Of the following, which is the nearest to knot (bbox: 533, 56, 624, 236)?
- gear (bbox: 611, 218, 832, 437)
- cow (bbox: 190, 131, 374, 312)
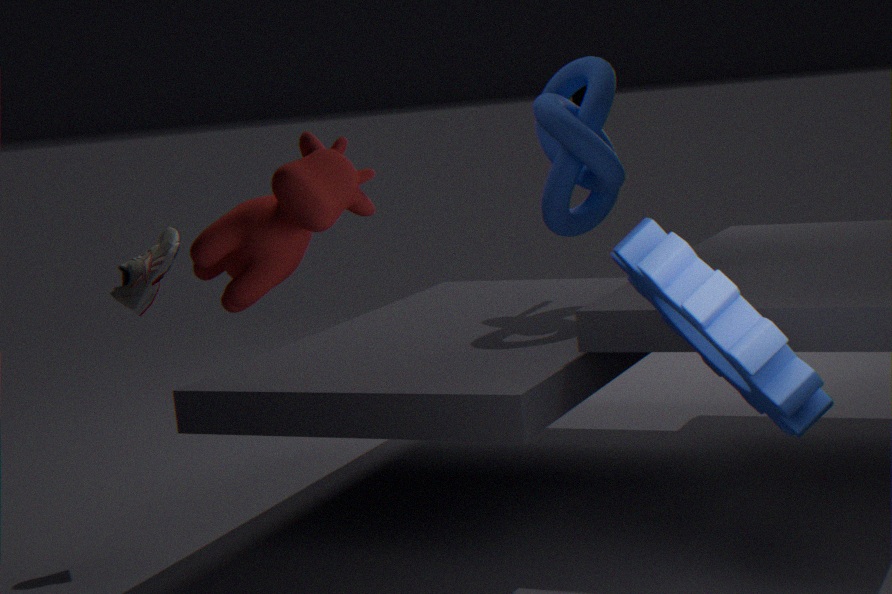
gear (bbox: 611, 218, 832, 437)
